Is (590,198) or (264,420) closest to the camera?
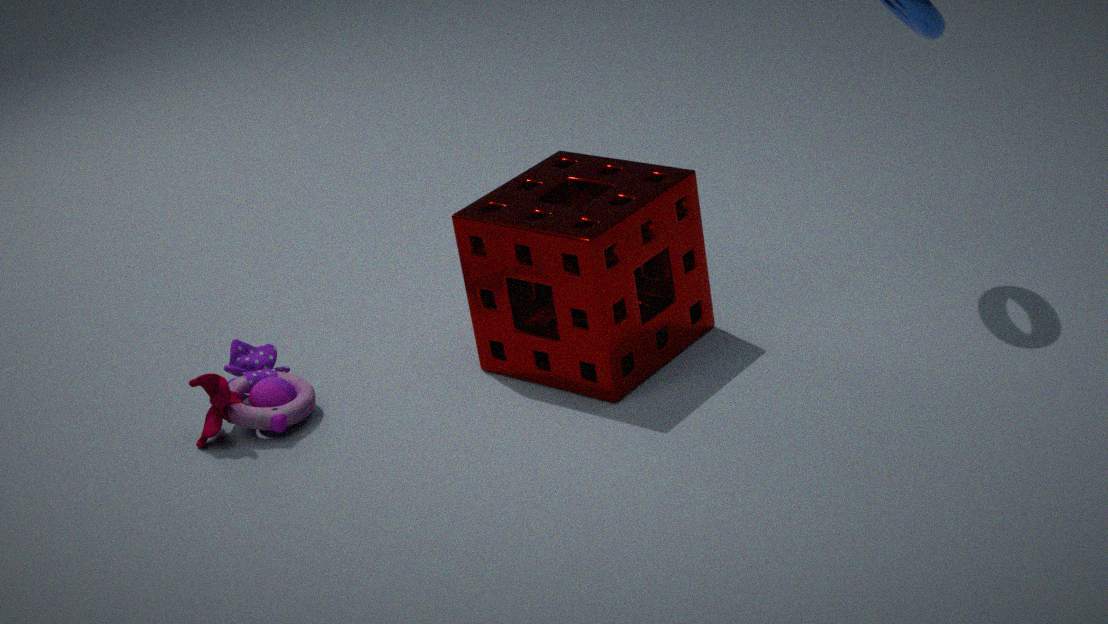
(264,420)
